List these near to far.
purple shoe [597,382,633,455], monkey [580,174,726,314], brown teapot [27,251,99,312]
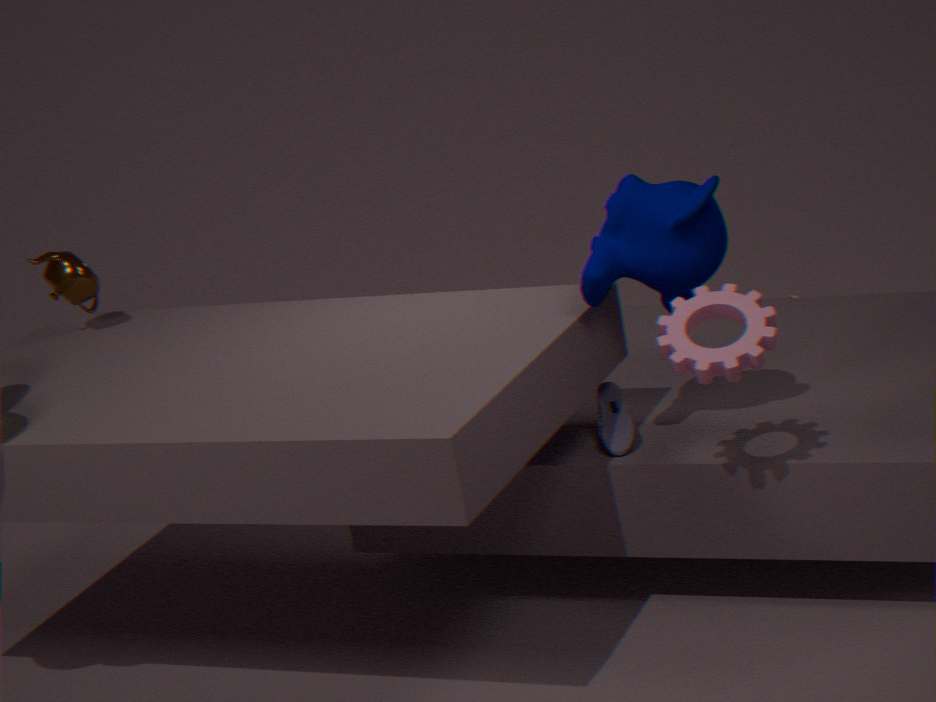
monkey [580,174,726,314] < purple shoe [597,382,633,455] < brown teapot [27,251,99,312]
